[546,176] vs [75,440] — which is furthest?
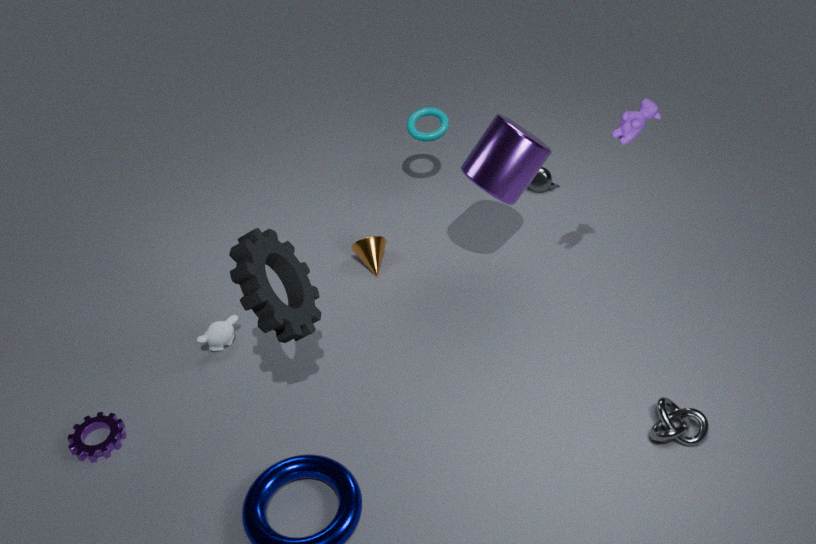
[546,176]
